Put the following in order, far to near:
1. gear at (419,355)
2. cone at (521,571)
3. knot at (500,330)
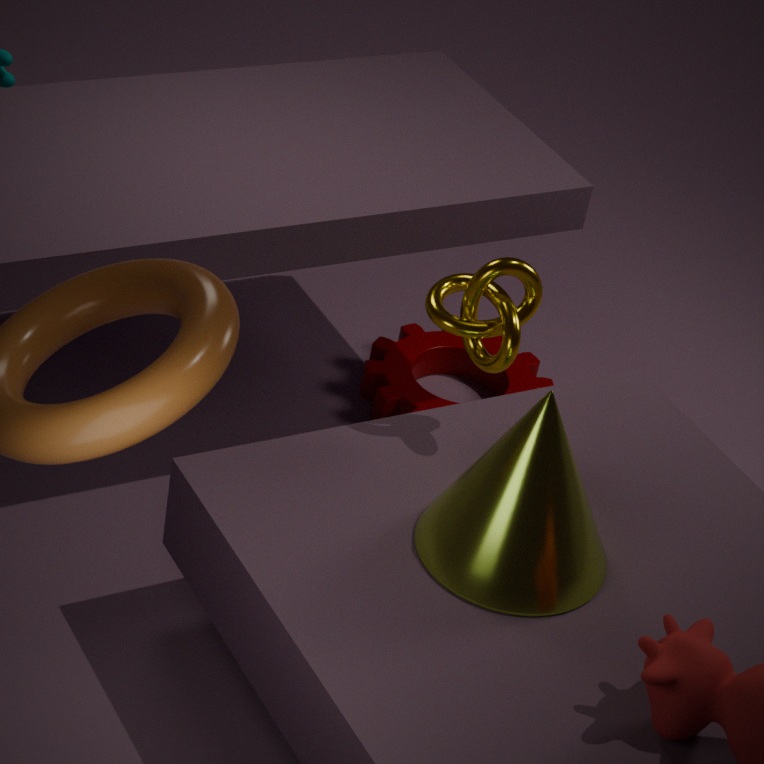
gear at (419,355) < knot at (500,330) < cone at (521,571)
